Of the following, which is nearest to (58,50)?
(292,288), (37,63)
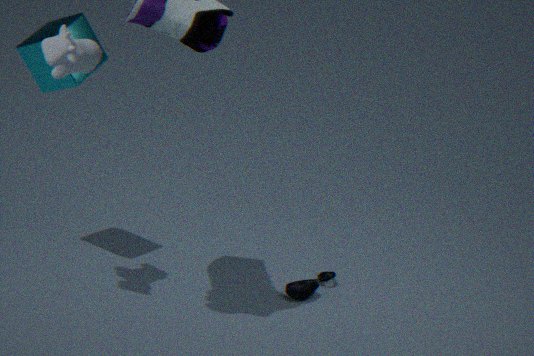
(37,63)
